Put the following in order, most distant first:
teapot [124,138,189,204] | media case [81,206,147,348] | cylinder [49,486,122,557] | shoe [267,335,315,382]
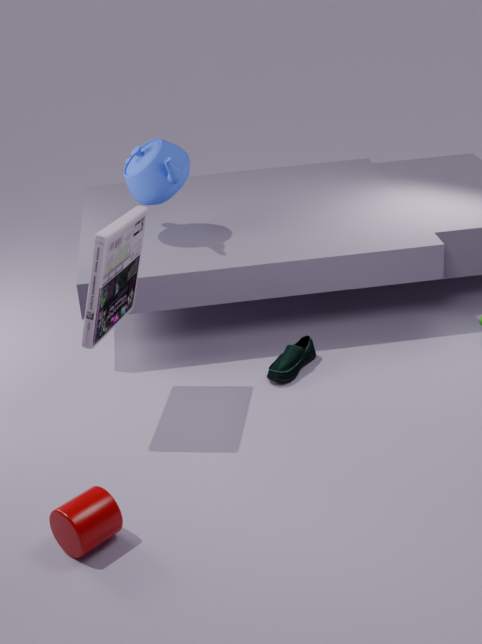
teapot [124,138,189,204] < shoe [267,335,315,382] < media case [81,206,147,348] < cylinder [49,486,122,557]
